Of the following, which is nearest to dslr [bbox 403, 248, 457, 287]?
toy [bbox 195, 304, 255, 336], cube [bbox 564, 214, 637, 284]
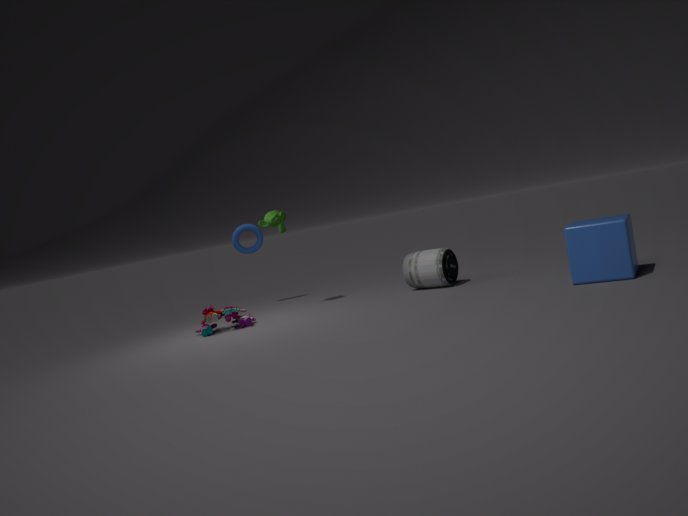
cube [bbox 564, 214, 637, 284]
